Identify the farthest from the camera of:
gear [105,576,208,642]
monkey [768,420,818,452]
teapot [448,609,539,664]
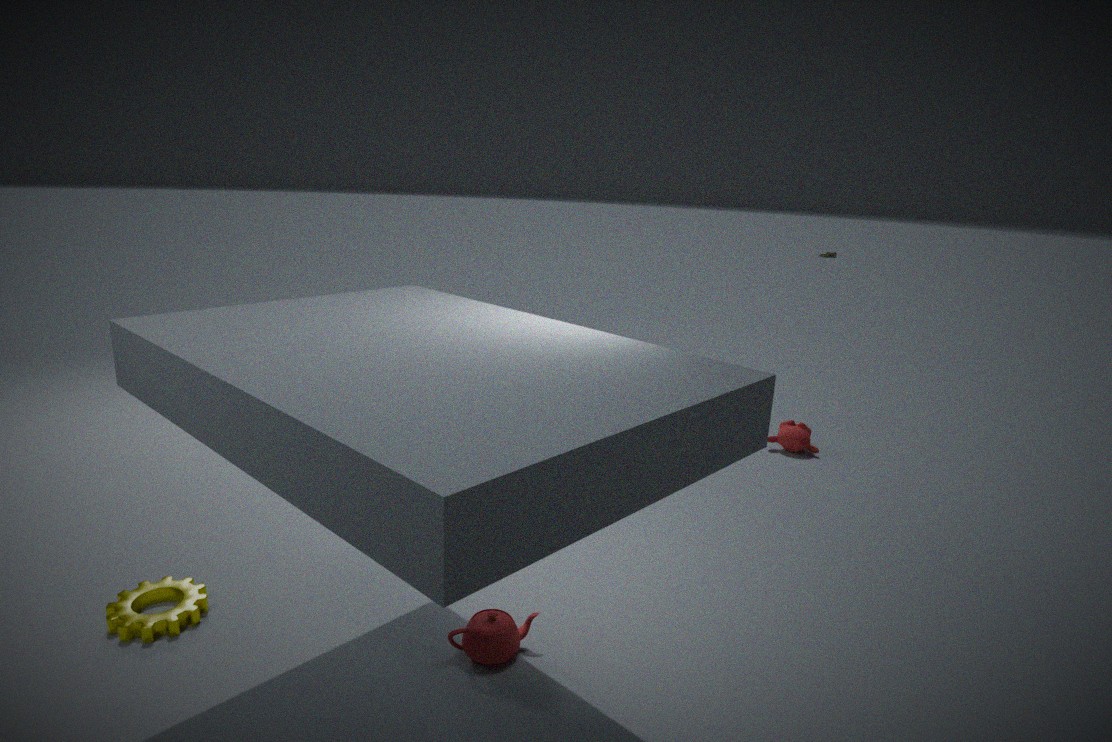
monkey [768,420,818,452]
